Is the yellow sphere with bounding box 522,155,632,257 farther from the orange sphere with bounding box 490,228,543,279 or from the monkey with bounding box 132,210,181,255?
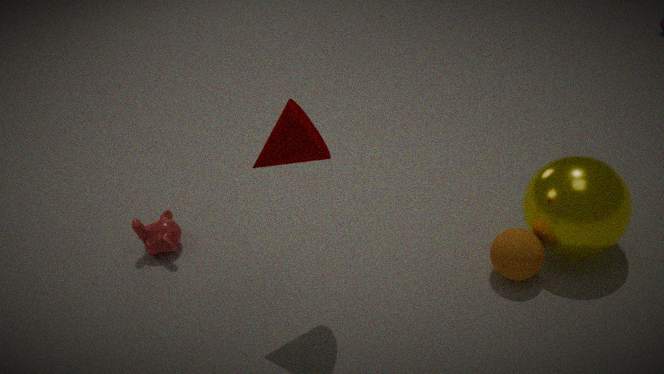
the monkey with bounding box 132,210,181,255
